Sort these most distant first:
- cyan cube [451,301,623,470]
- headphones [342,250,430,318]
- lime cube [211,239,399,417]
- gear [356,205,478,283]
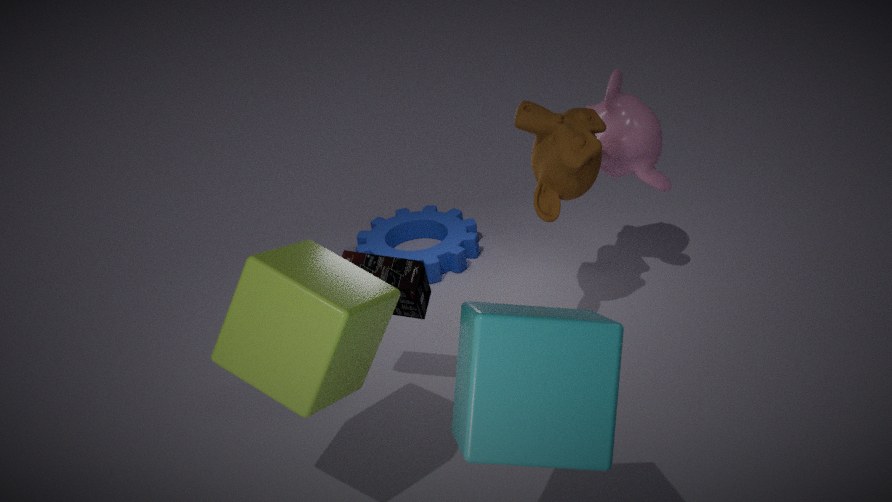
gear [356,205,478,283]
headphones [342,250,430,318]
lime cube [211,239,399,417]
cyan cube [451,301,623,470]
